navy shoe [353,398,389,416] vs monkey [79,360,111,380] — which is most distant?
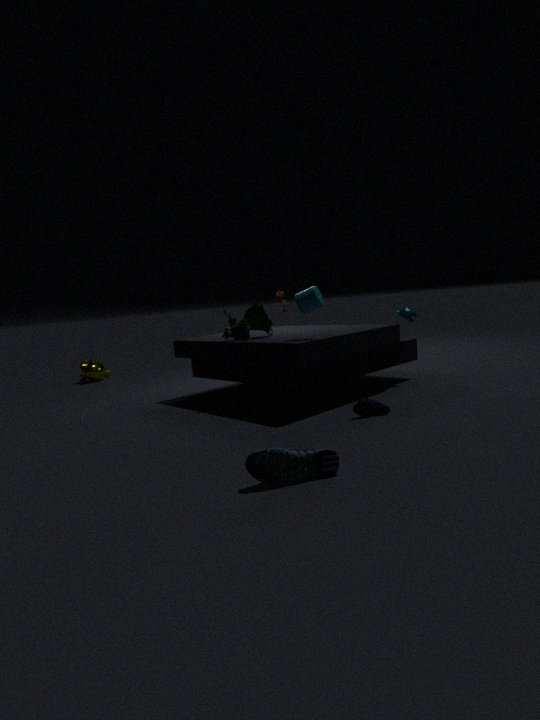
monkey [79,360,111,380]
